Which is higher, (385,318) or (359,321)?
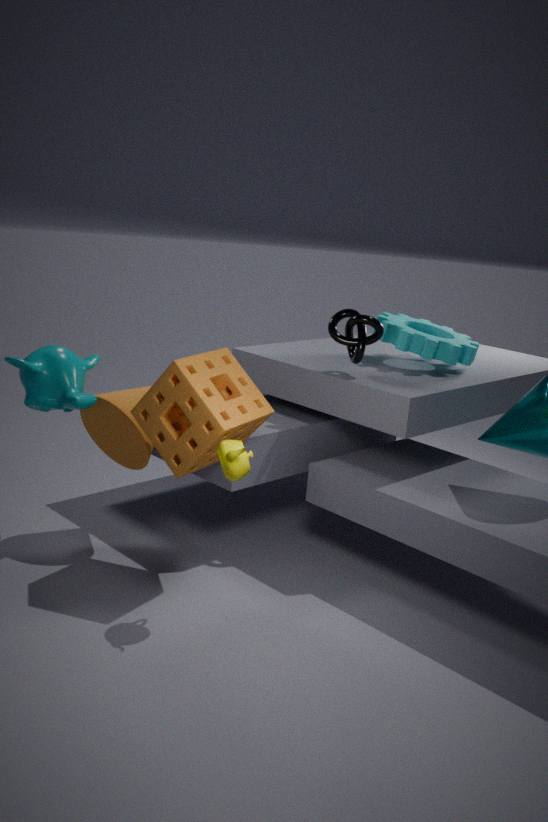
(359,321)
